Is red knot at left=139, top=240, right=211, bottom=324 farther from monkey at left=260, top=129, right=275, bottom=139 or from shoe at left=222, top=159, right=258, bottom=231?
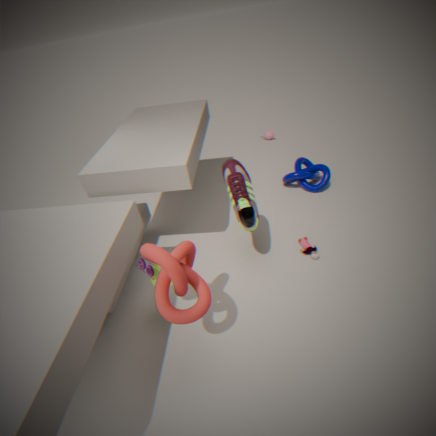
monkey at left=260, top=129, right=275, bottom=139
